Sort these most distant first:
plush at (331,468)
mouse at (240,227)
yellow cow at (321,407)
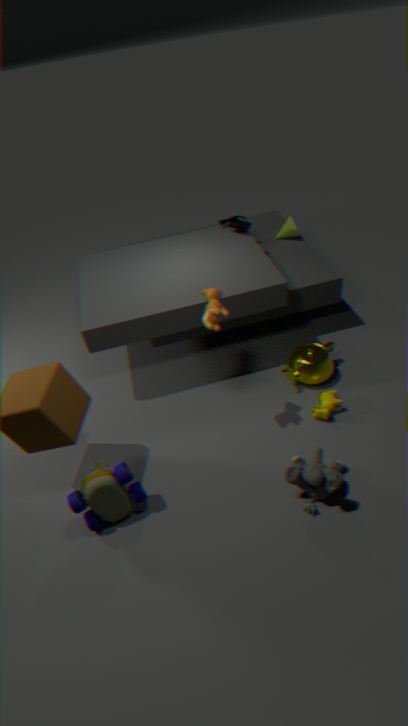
mouse at (240,227) < yellow cow at (321,407) < plush at (331,468)
